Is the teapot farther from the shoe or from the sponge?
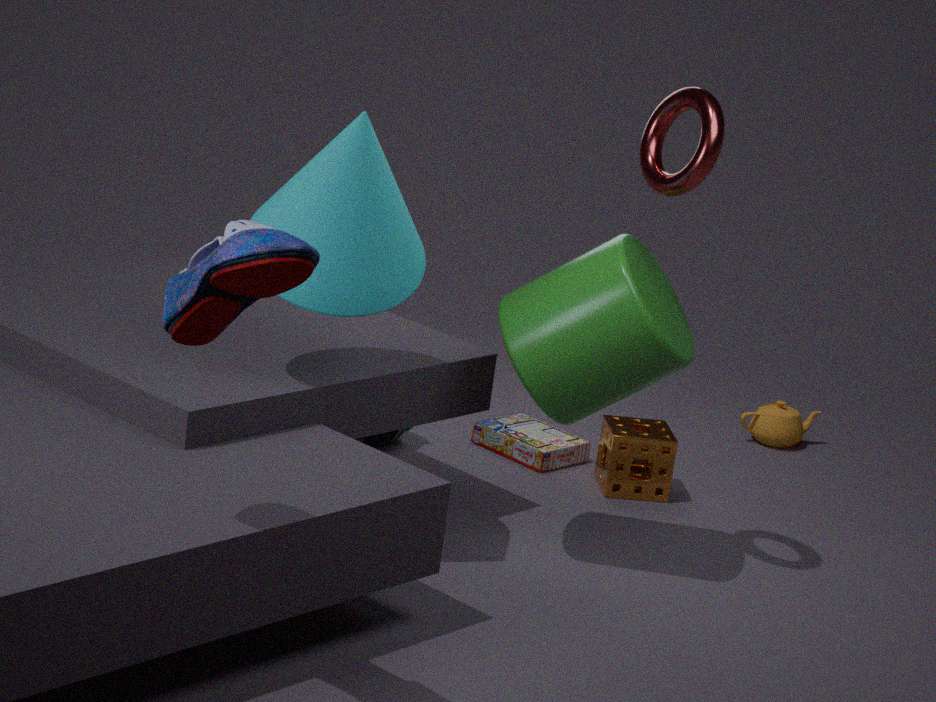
the shoe
